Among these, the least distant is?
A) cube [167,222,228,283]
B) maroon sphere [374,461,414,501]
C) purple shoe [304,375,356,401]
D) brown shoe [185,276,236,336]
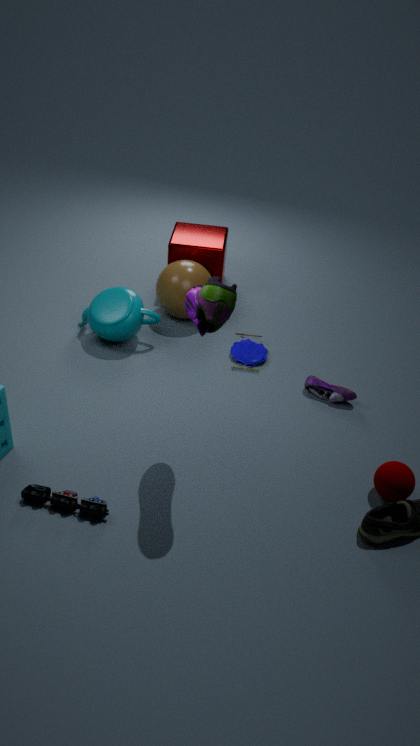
brown shoe [185,276,236,336]
